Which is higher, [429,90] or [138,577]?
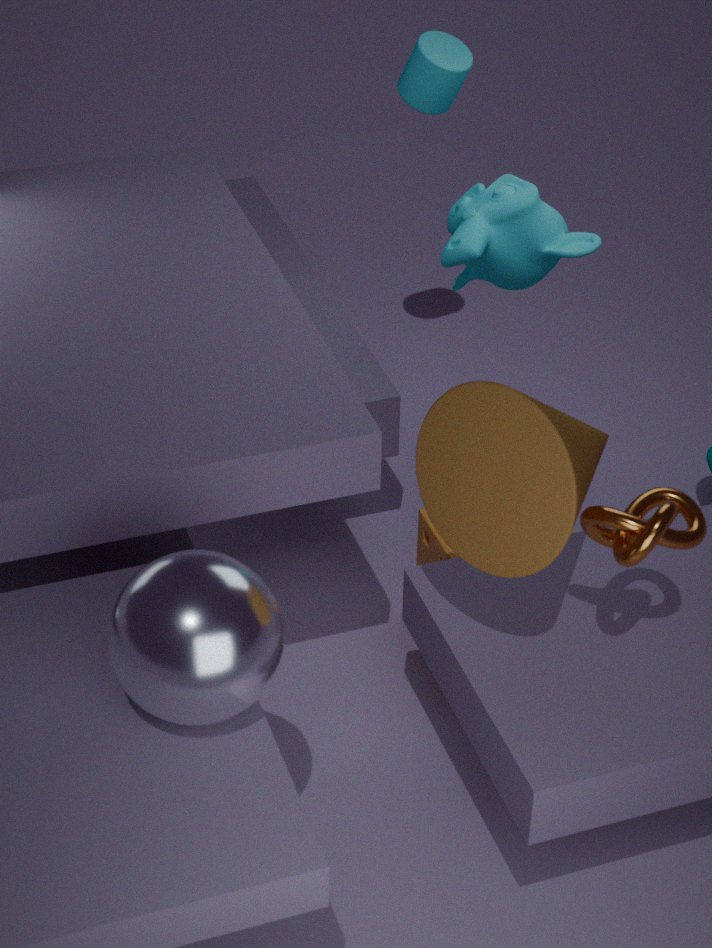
[429,90]
